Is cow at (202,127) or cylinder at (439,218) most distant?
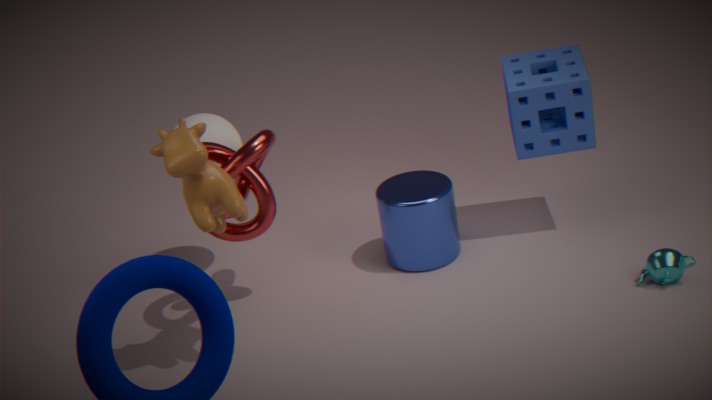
cylinder at (439,218)
